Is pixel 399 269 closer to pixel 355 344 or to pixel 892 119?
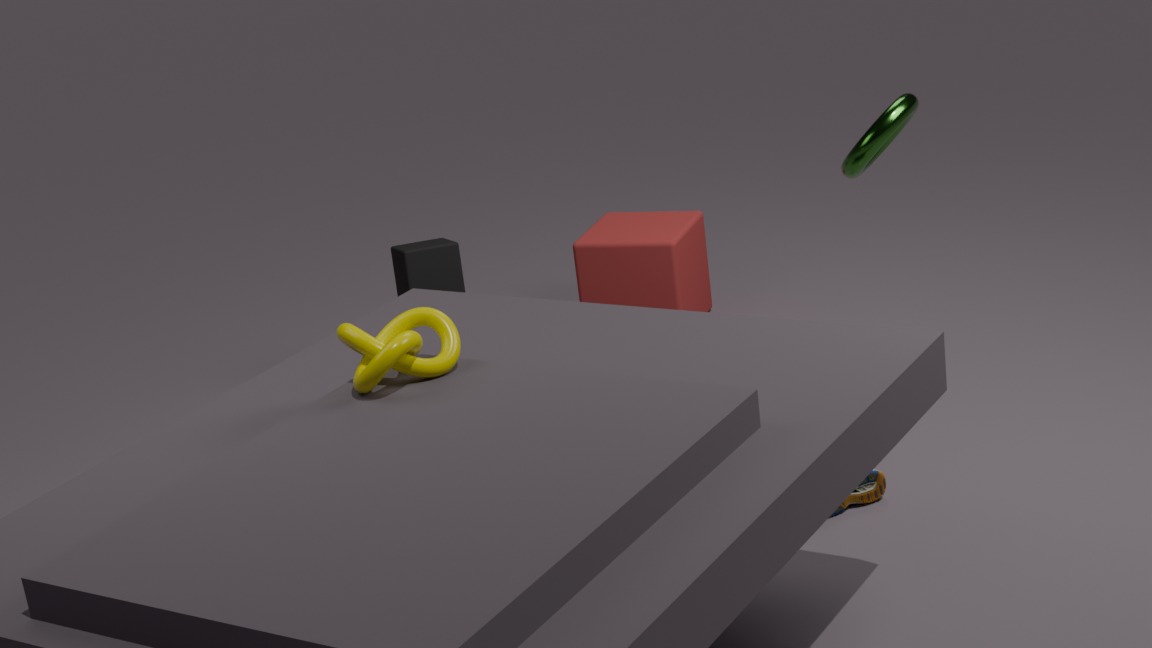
pixel 892 119
